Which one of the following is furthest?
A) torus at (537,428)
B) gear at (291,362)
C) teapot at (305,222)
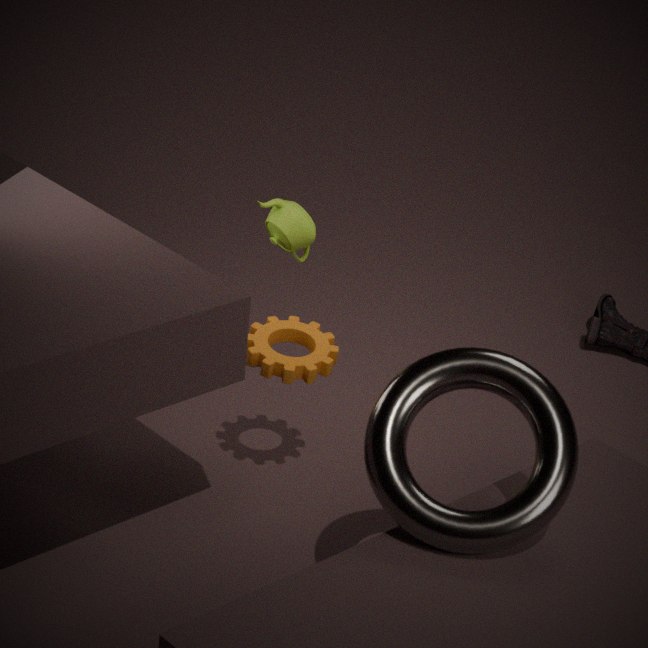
teapot at (305,222)
